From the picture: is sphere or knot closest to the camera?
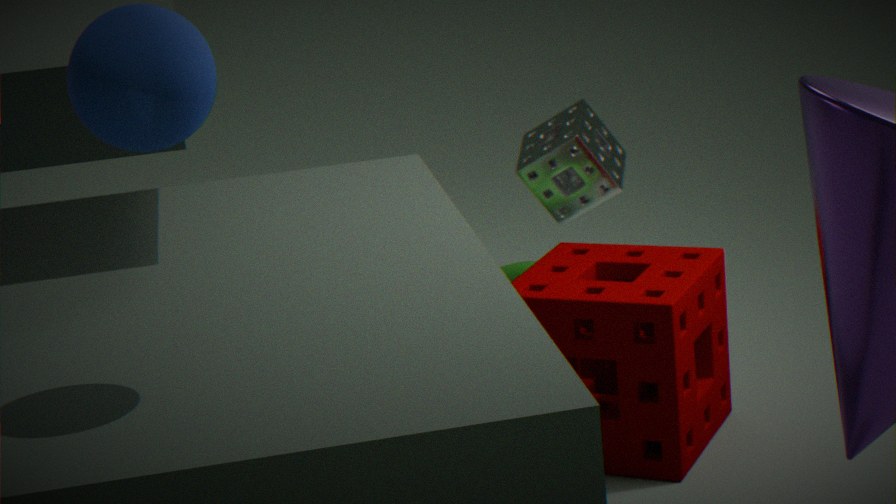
sphere
